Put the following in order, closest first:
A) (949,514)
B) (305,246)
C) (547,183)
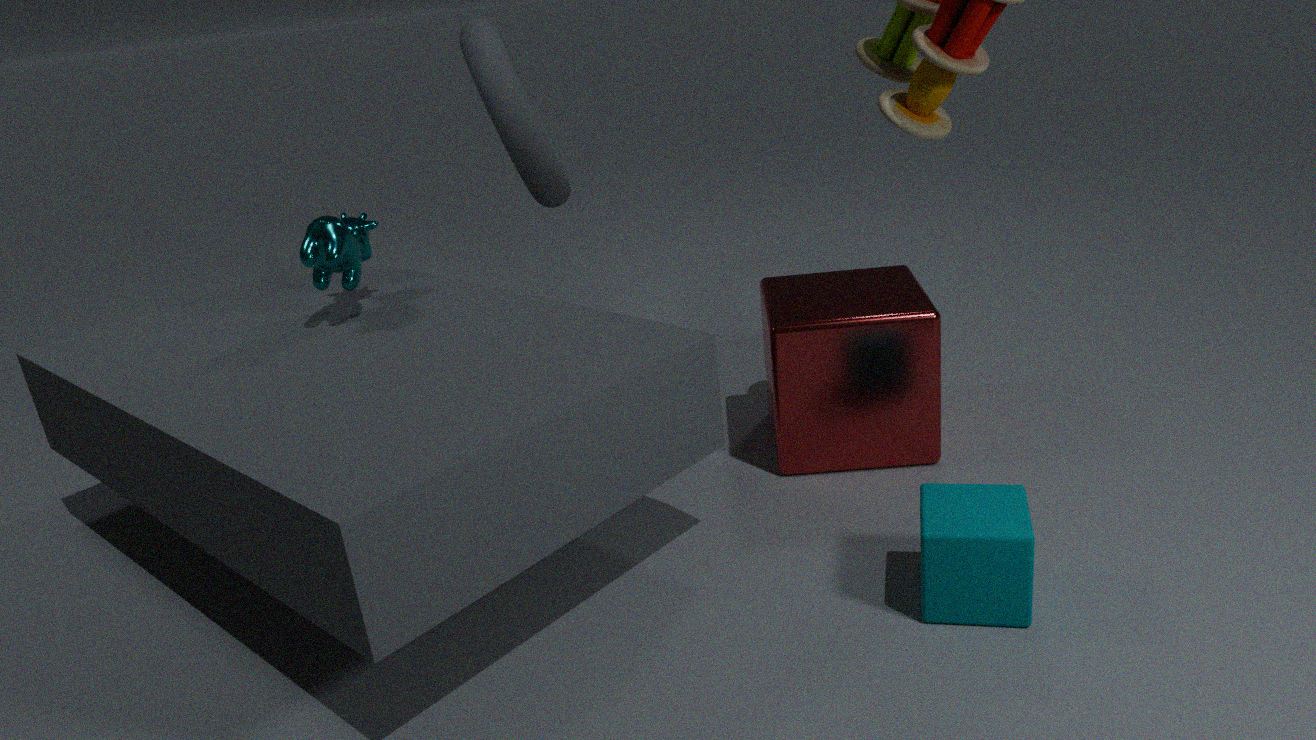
(949,514) → (305,246) → (547,183)
